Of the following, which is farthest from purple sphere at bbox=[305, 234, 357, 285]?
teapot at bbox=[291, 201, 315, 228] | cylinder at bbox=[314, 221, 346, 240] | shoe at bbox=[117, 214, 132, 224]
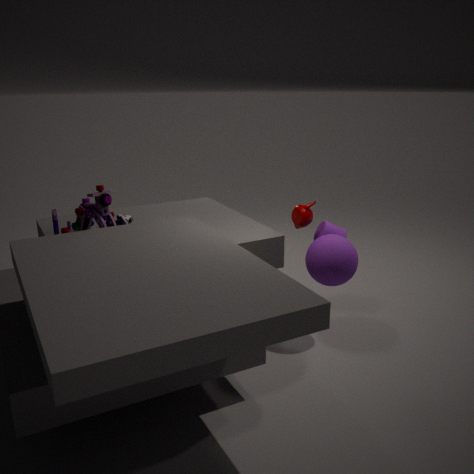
Result: shoe at bbox=[117, 214, 132, 224]
